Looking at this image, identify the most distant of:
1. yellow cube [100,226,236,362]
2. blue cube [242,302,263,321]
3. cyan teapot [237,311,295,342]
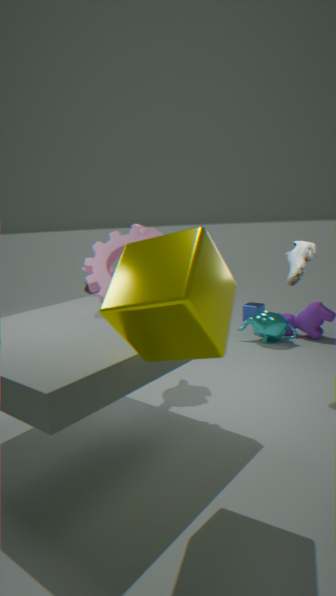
blue cube [242,302,263,321]
